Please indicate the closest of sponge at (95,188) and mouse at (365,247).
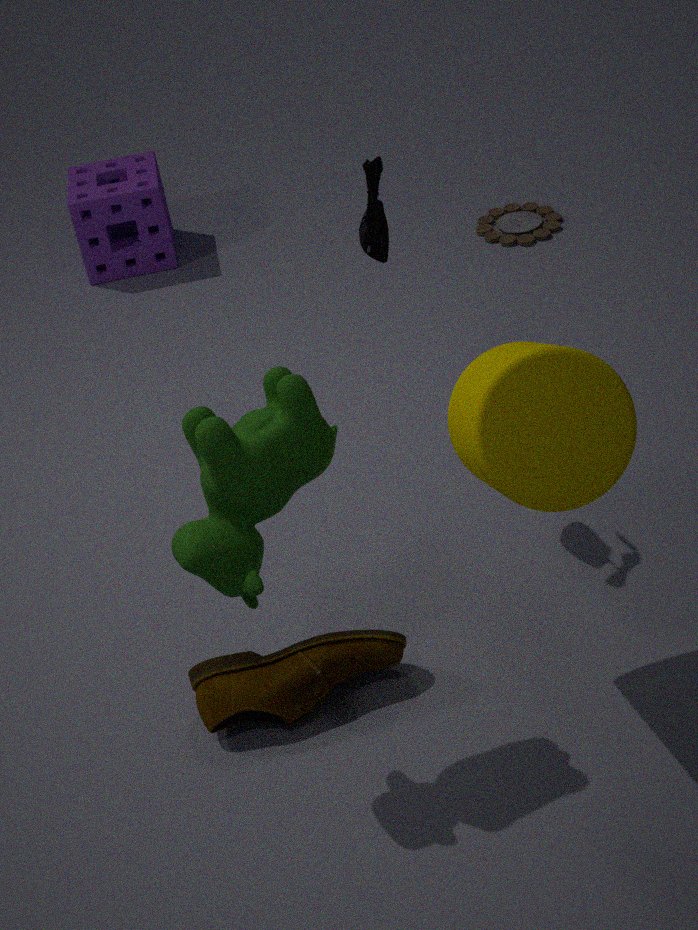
mouse at (365,247)
